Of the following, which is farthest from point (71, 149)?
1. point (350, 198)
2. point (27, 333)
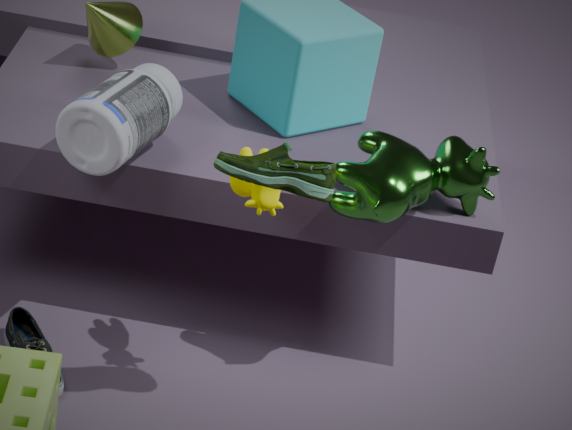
point (350, 198)
